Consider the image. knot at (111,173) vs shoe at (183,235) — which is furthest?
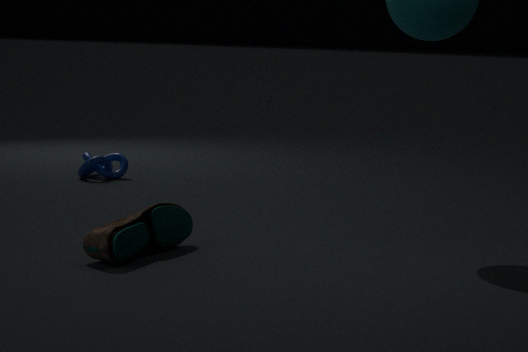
knot at (111,173)
